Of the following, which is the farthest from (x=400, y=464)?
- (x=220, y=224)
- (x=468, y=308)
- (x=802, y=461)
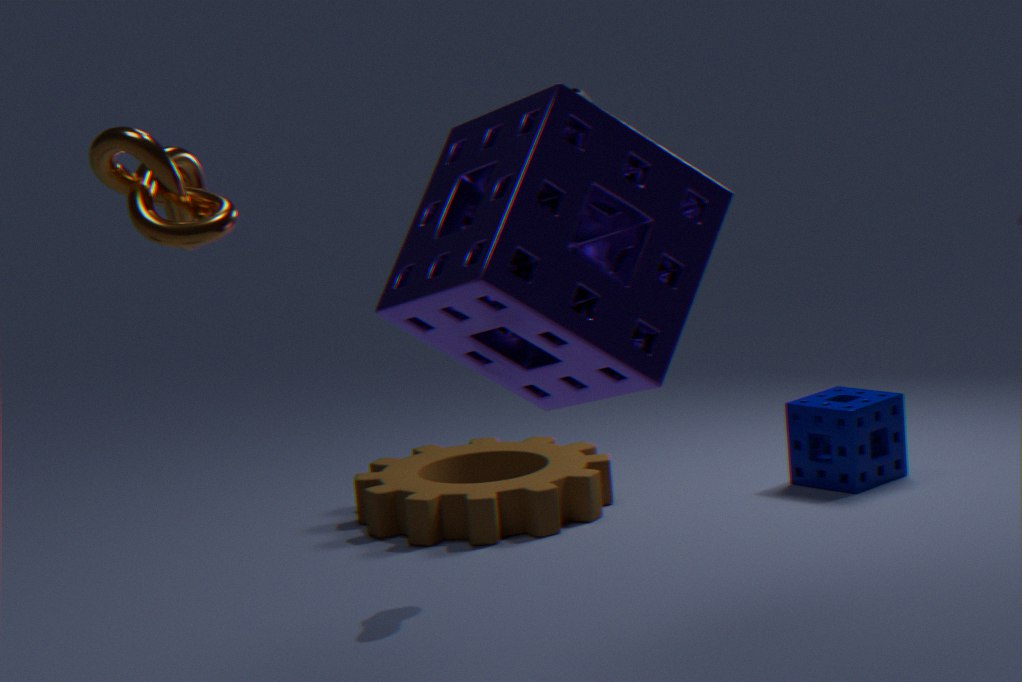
(x=220, y=224)
